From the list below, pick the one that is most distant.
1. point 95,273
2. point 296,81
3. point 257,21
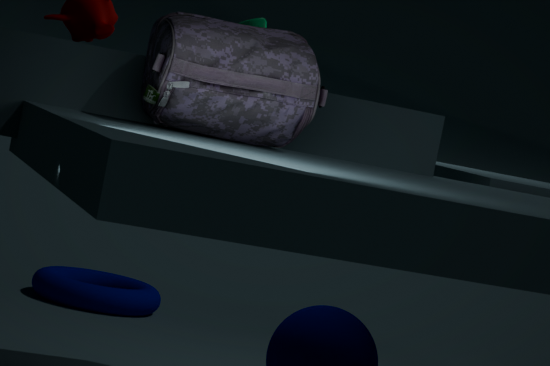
point 95,273
